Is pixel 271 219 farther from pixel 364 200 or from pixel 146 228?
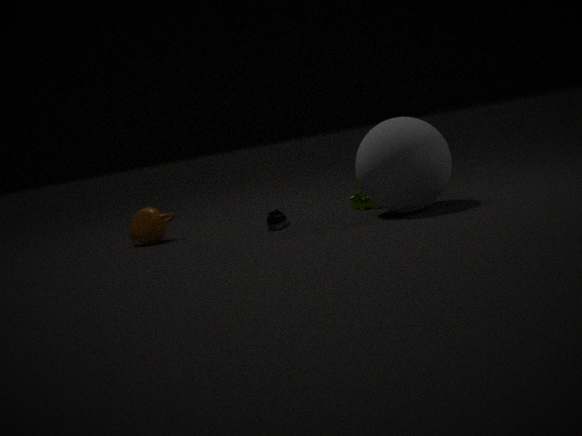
pixel 146 228
